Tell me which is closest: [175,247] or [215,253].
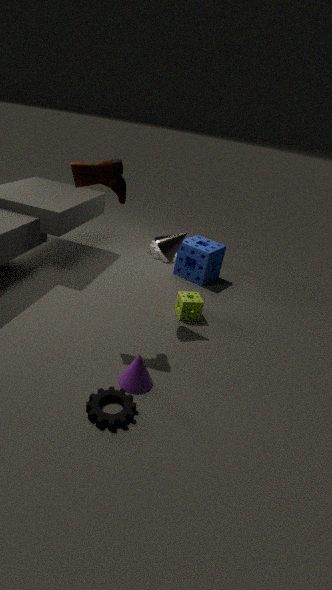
[175,247]
